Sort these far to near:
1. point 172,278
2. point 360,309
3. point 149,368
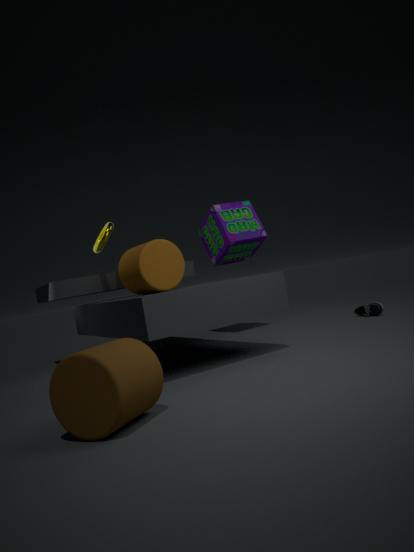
point 360,309, point 172,278, point 149,368
